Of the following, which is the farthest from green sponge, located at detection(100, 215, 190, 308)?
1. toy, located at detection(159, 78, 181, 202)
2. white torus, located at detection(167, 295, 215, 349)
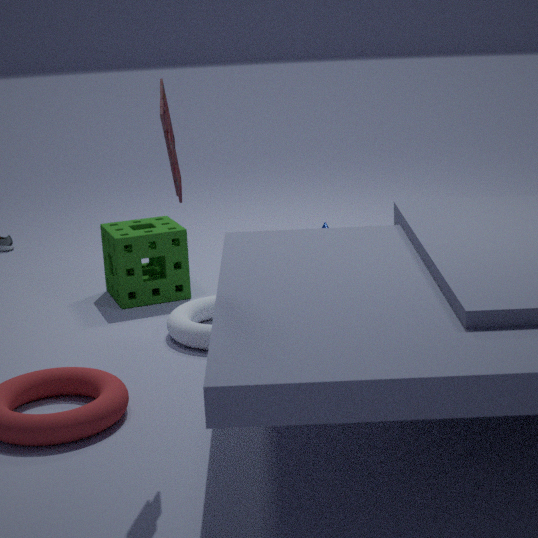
toy, located at detection(159, 78, 181, 202)
